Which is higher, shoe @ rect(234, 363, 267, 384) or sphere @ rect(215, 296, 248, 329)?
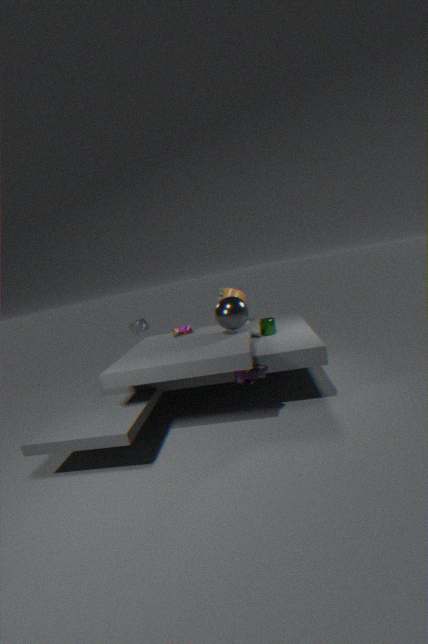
sphere @ rect(215, 296, 248, 329)
